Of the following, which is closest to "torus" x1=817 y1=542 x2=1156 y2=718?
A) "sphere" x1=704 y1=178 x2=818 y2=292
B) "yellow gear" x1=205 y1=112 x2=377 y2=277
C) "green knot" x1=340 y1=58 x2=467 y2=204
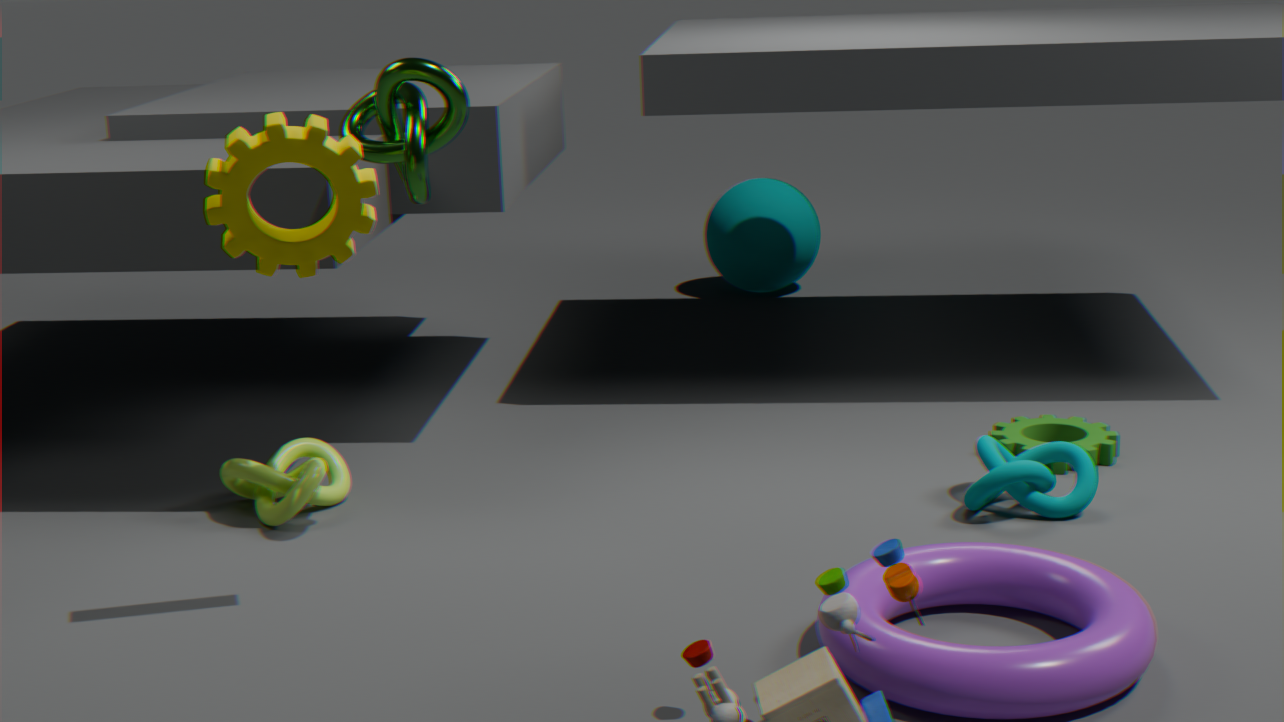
"yellow gear" x1=205 y1=112 x2=377 y2=277
